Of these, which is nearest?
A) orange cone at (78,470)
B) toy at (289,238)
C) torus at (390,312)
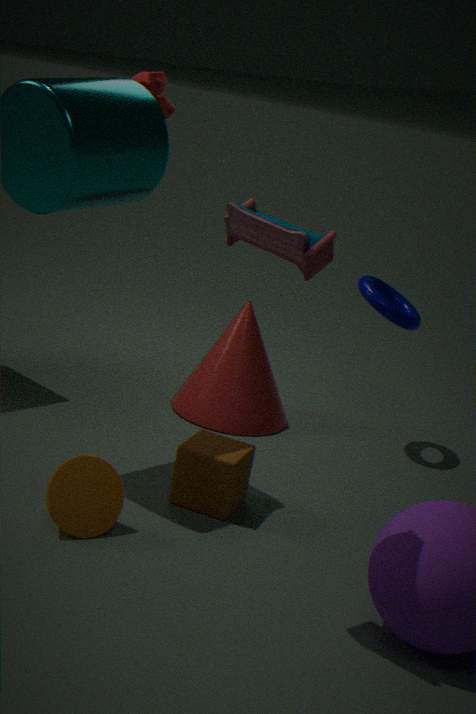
toy at (289,238)
